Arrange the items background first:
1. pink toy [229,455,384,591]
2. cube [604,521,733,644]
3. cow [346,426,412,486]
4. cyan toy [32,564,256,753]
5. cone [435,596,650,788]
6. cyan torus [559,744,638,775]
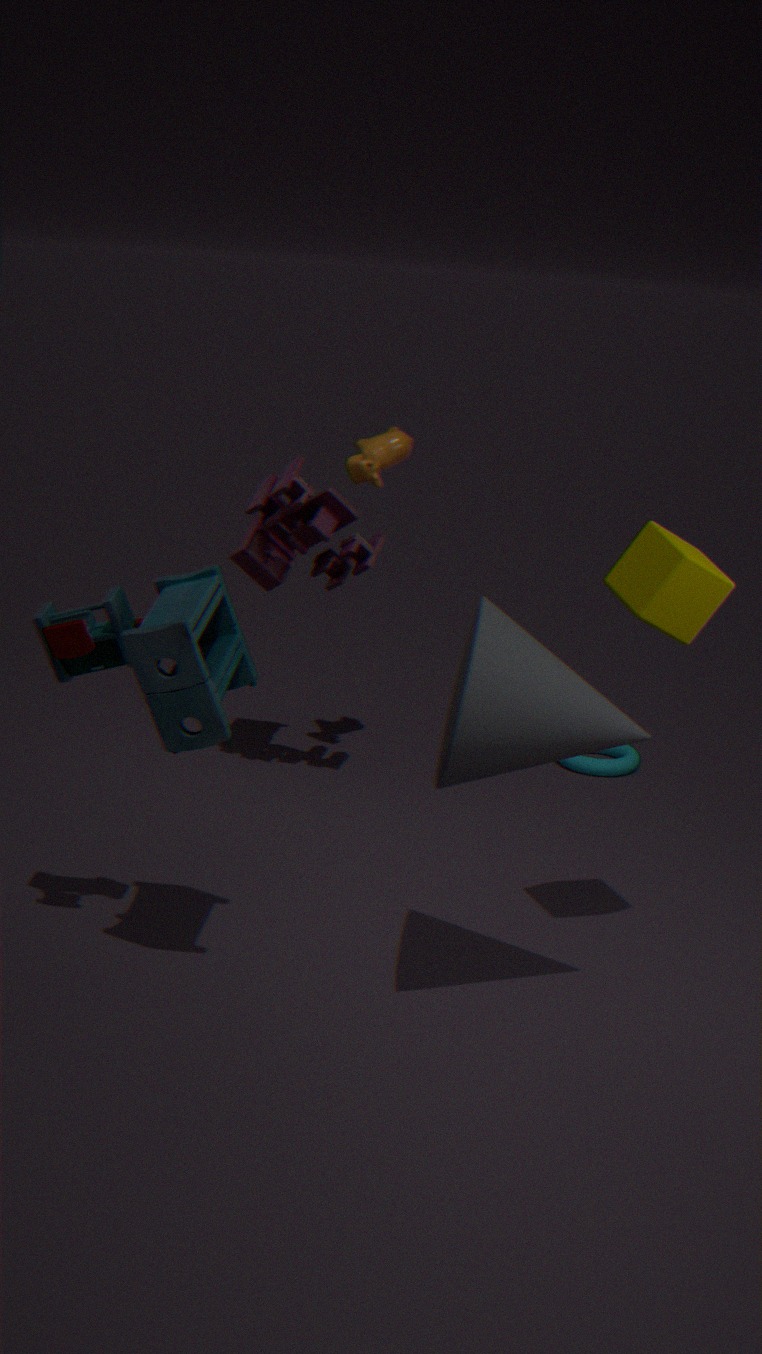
cyan torus [559,744,638,775], cow [346,426,412,486], pink toy [229,455,384,591], cube [604,521,733,644], cyan toy [32,564,256,753], cone [435,596,650,788]
